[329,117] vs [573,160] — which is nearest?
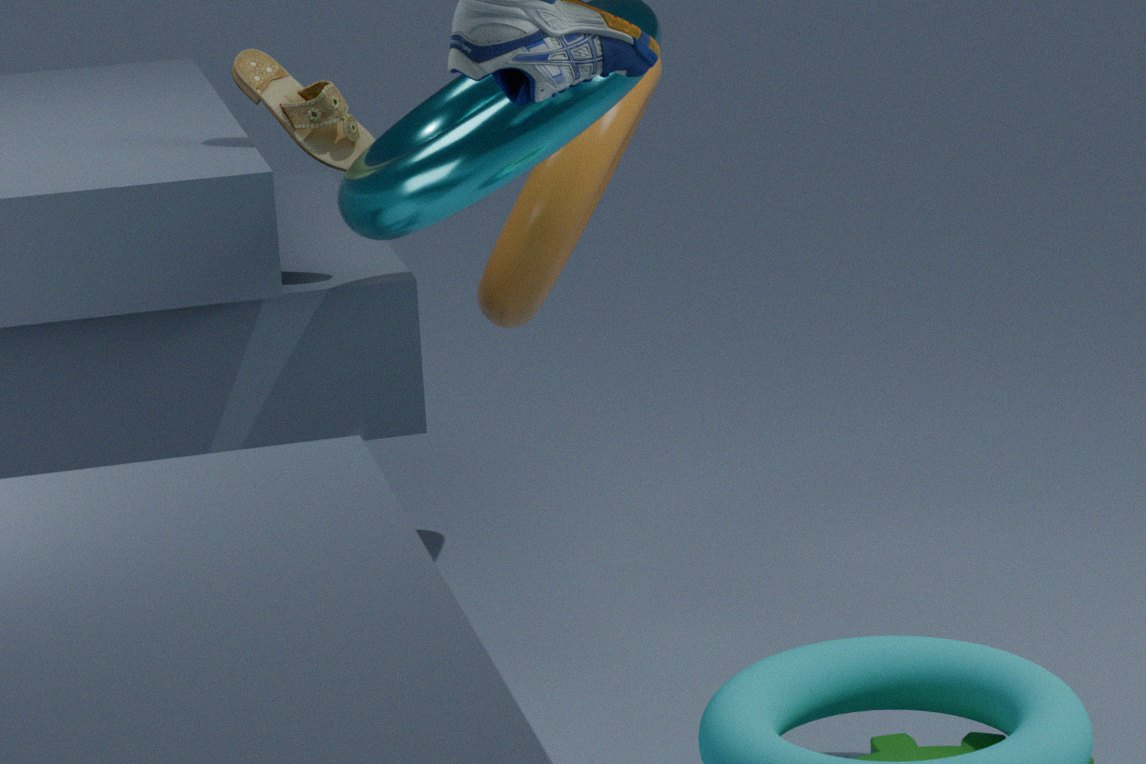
[329,117]
